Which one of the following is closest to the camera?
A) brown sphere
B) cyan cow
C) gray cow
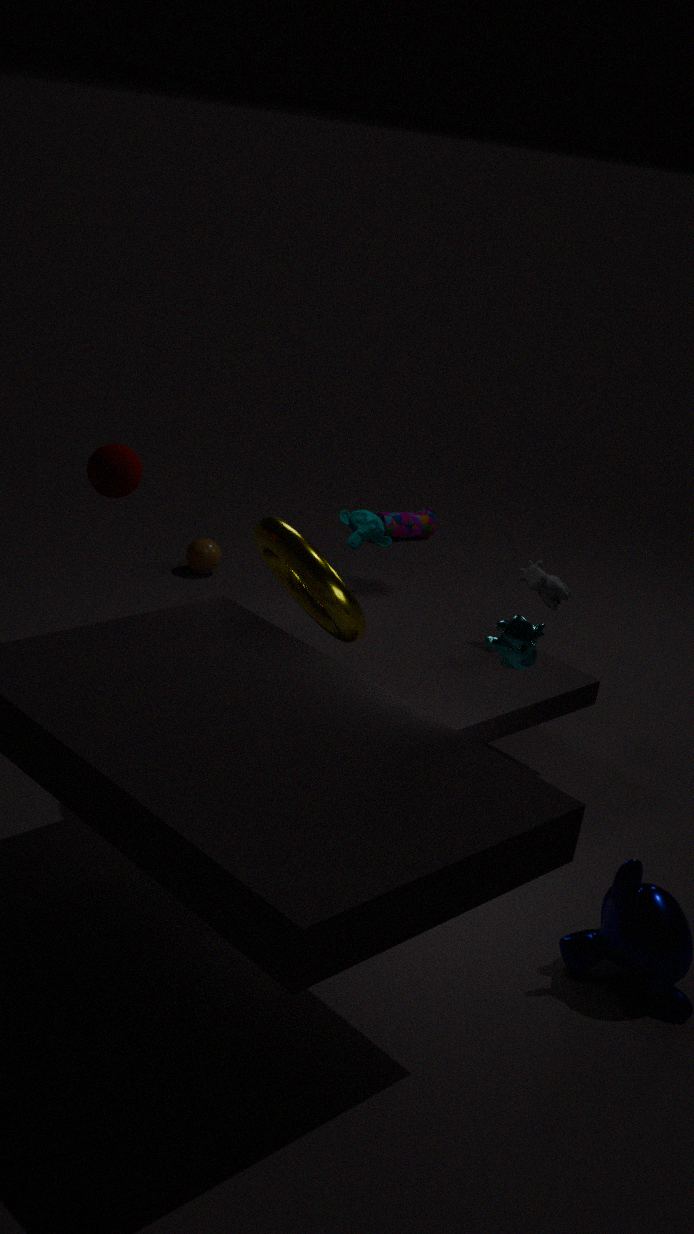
cyan cow
